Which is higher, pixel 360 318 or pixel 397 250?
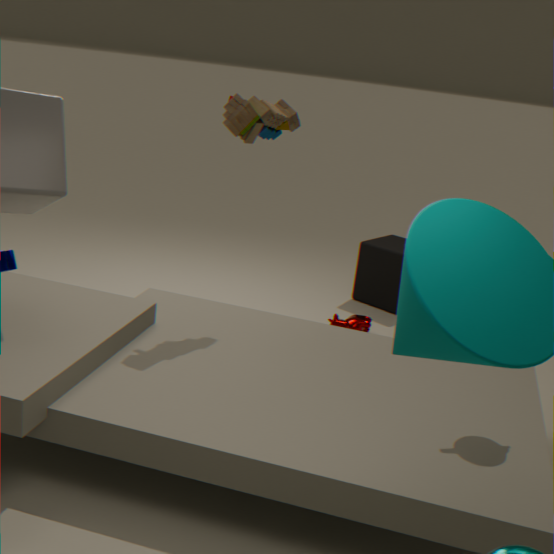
pixel 397 250
